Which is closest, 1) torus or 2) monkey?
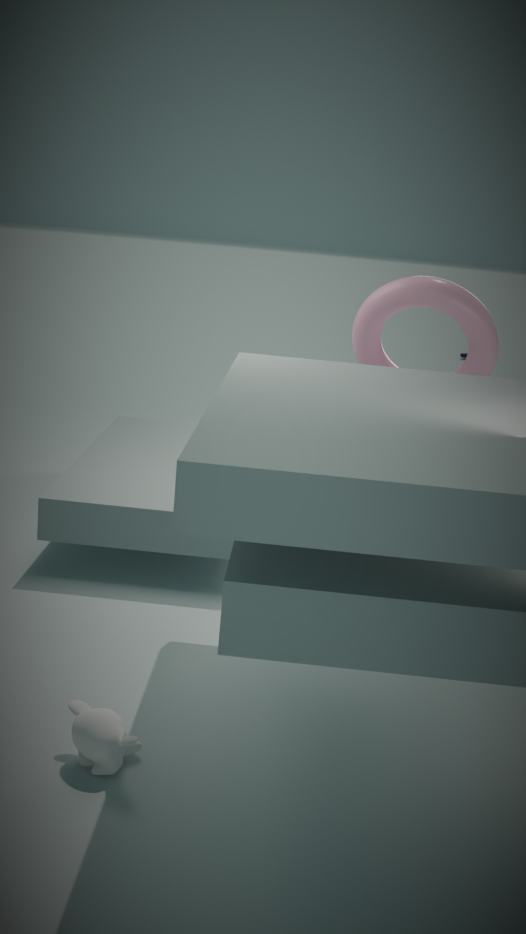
2. monkey
